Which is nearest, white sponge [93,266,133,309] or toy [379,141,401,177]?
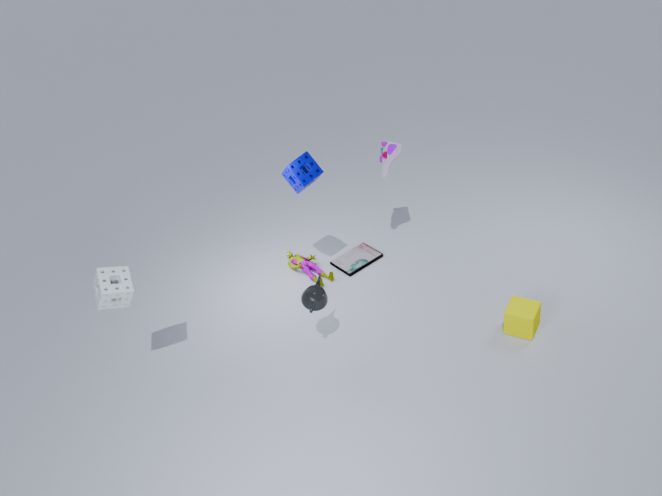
white sponge [93,266,133,309]
